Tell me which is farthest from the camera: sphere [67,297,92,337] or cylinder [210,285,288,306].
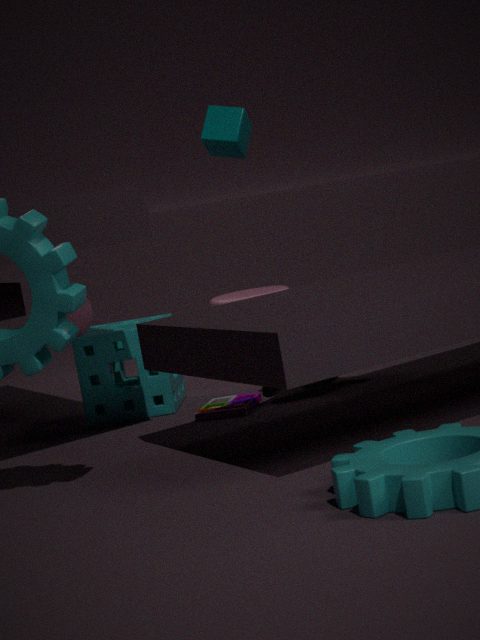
cylinder [210,285,288,306]
